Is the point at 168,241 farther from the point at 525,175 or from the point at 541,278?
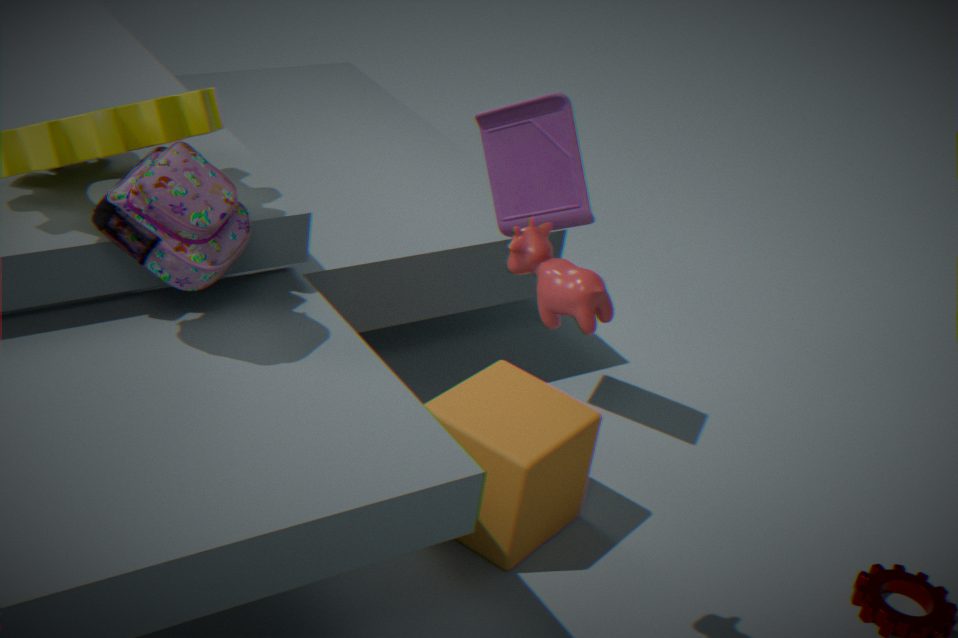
the point at 525,175
